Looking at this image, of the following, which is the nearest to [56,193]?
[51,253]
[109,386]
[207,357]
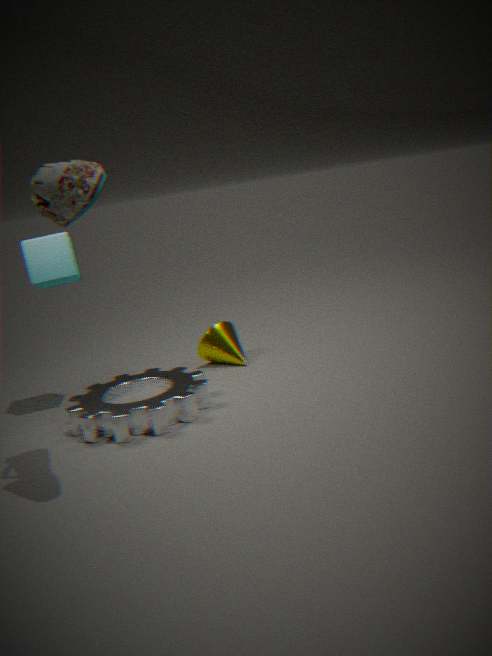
[51,253]
